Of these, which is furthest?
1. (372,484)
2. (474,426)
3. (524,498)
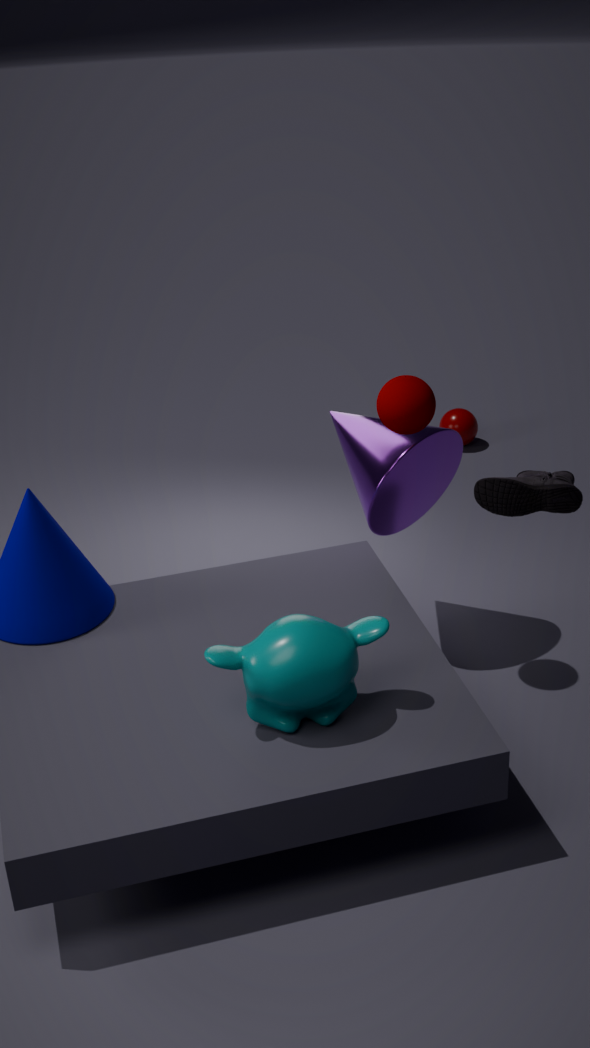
(474,426)
